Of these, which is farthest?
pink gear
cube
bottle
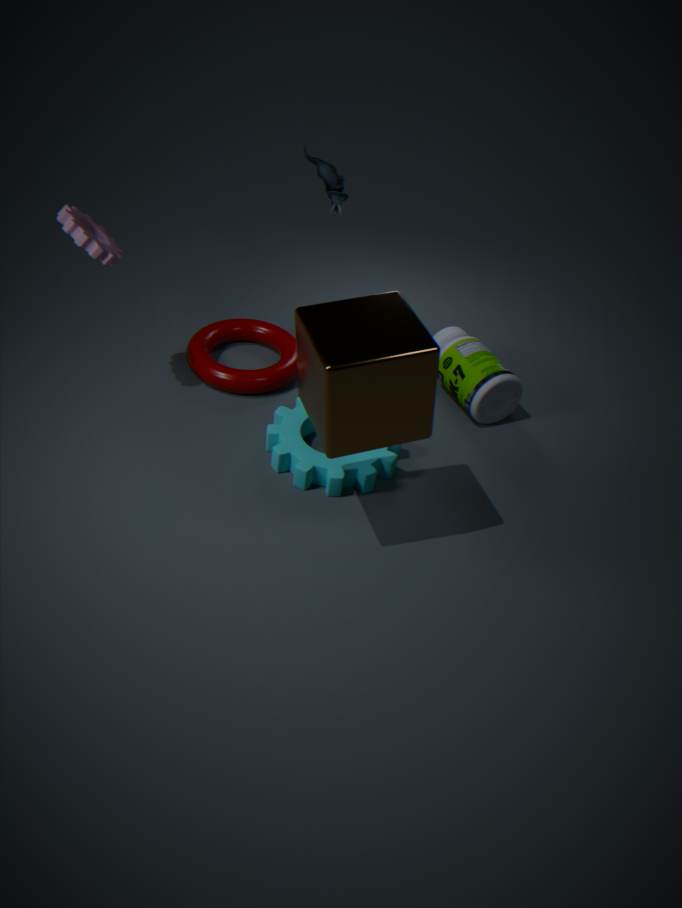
bottle
